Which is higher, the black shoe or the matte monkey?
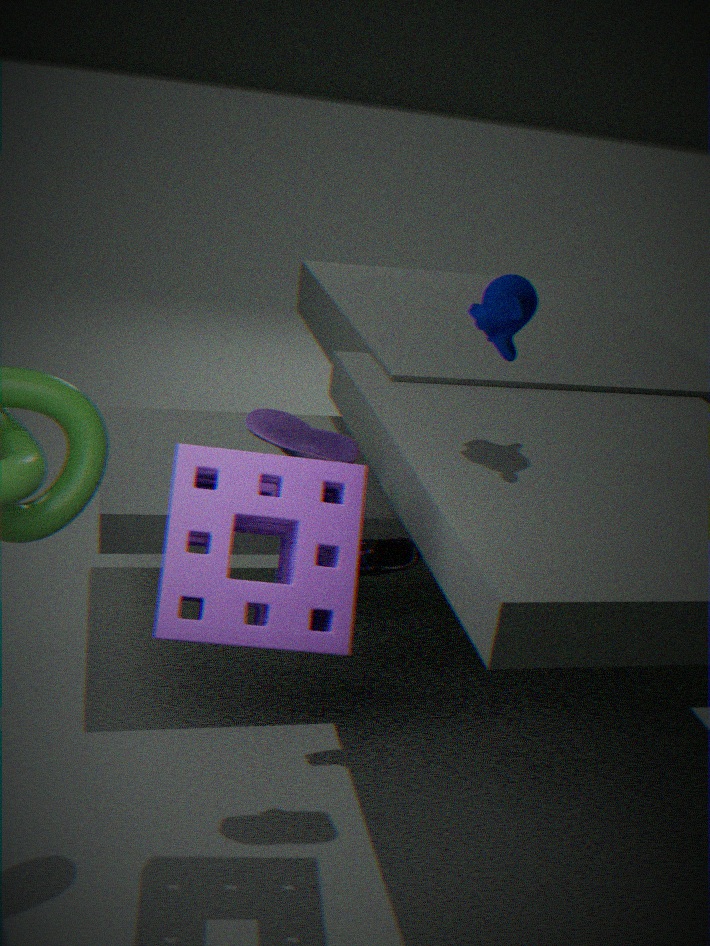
the matte monkey
